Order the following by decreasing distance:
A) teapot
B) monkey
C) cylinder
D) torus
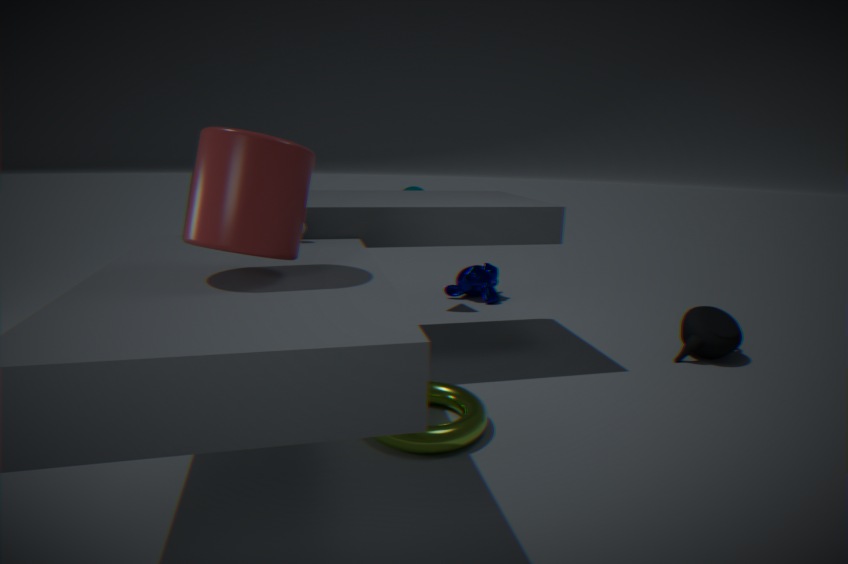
1. monkey
2. teapot
3. torus
4. cylinder
